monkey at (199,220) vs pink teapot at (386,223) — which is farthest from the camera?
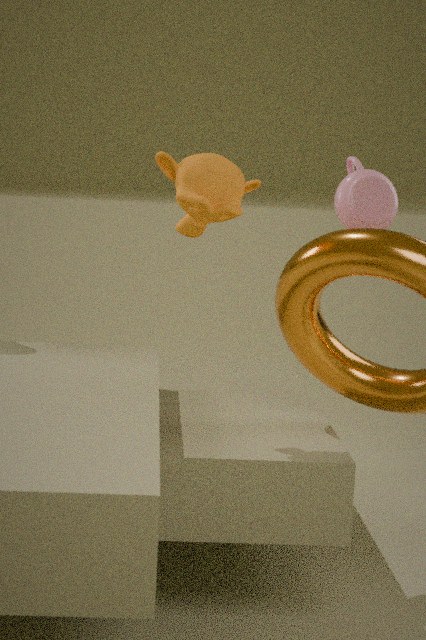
pink teapot at (386,223)
